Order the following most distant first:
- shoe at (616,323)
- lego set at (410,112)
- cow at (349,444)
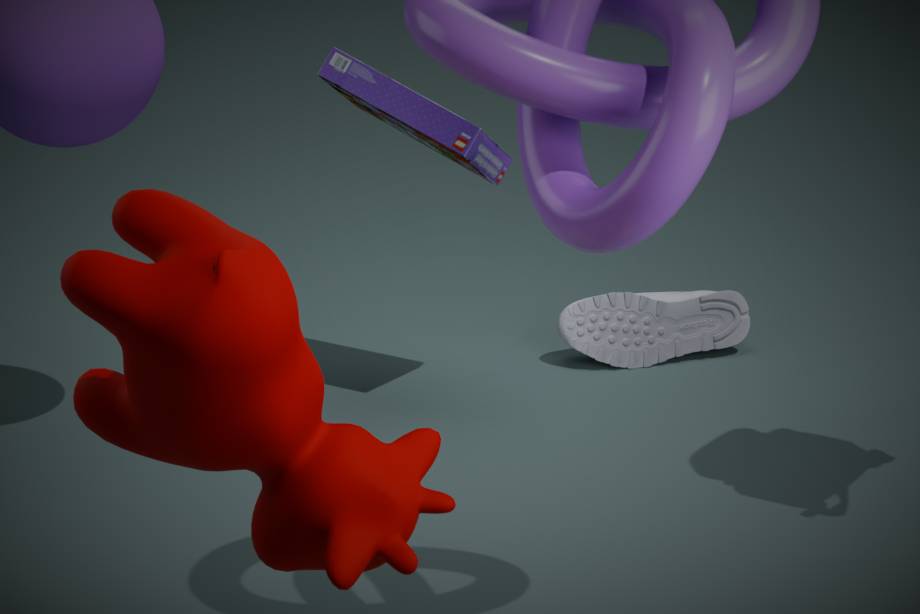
shoe at (616,323), lego set at (410,112), cow at (349,444)
